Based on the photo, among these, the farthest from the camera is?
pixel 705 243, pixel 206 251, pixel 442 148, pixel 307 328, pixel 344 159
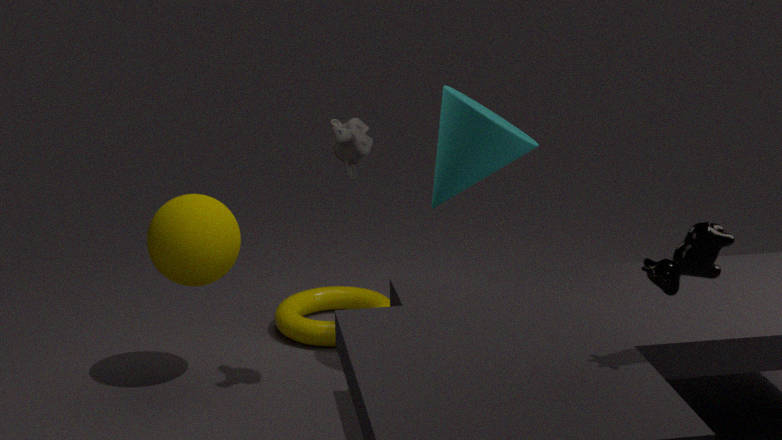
pixel 307 328
